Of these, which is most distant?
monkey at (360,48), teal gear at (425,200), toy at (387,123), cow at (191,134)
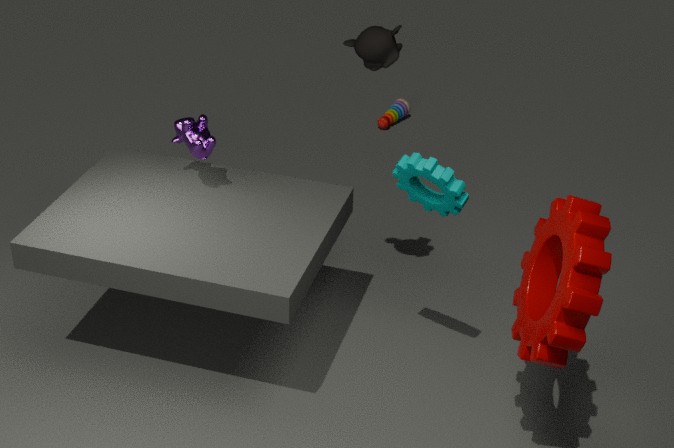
toy at (387,123)
